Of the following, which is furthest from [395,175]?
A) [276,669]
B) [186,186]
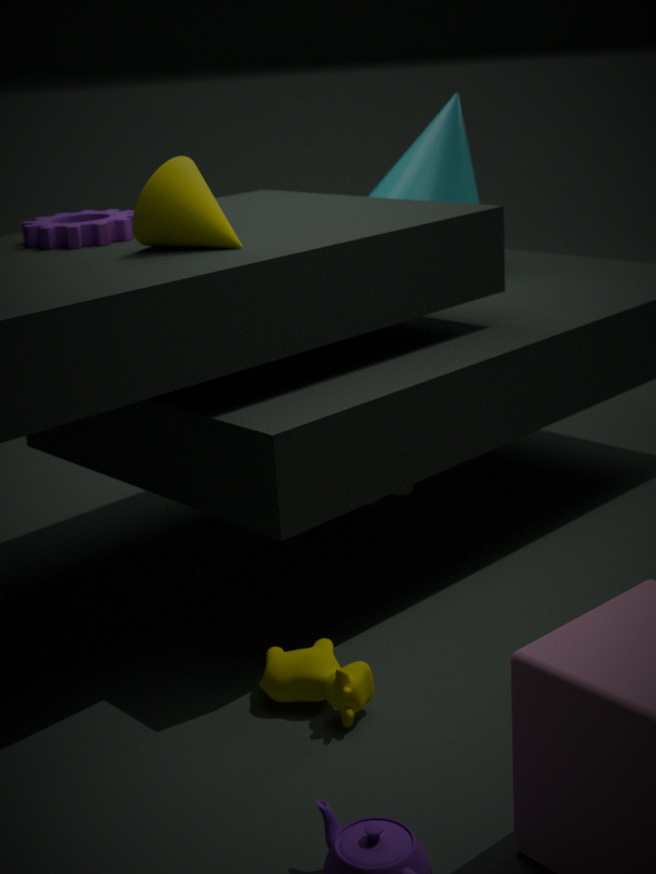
[276,669]
